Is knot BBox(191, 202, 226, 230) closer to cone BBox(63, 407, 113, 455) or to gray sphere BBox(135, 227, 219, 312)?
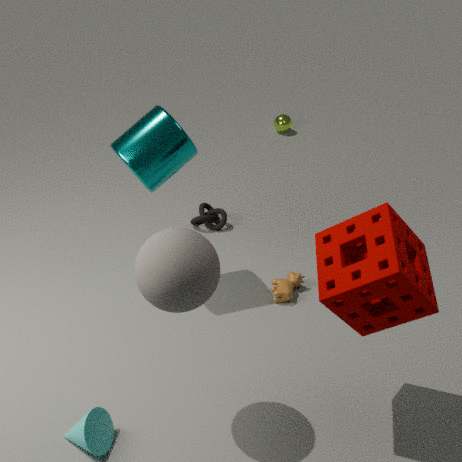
gray sphere BBox(135, 227, 219, 312)
